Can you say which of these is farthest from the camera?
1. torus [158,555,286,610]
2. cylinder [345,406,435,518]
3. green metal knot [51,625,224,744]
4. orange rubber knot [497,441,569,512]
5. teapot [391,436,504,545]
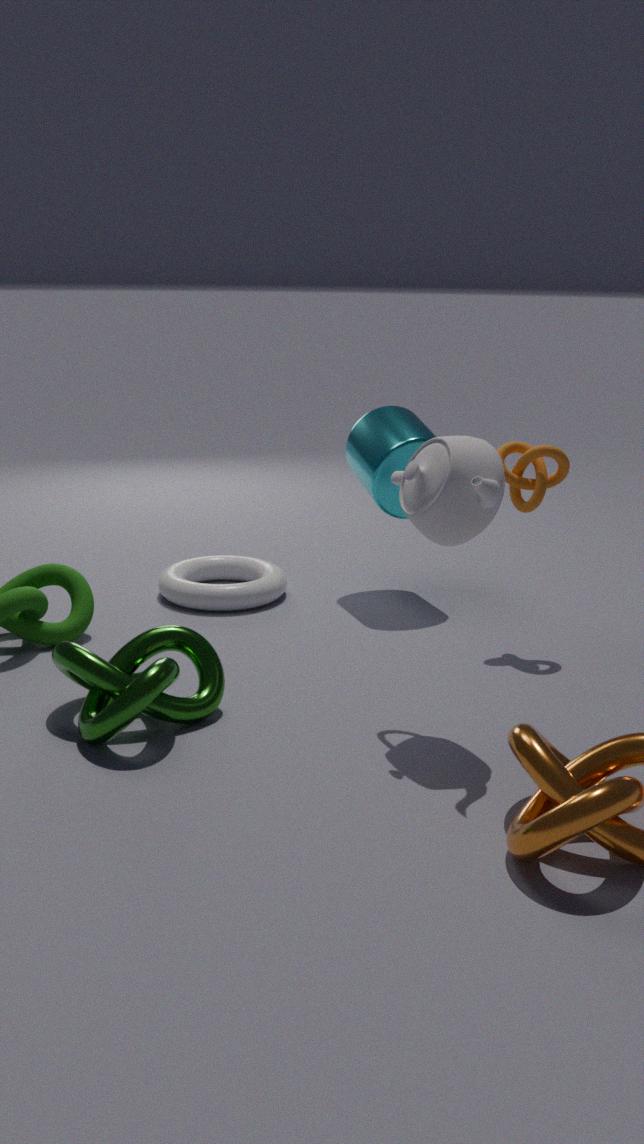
torus [158,555,286,610]
